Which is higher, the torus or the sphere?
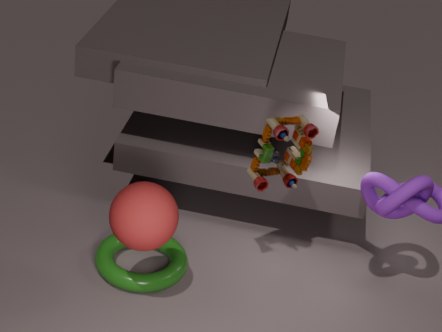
the sphere
